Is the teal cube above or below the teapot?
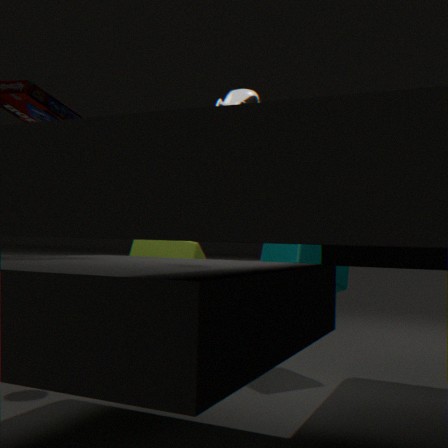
below
